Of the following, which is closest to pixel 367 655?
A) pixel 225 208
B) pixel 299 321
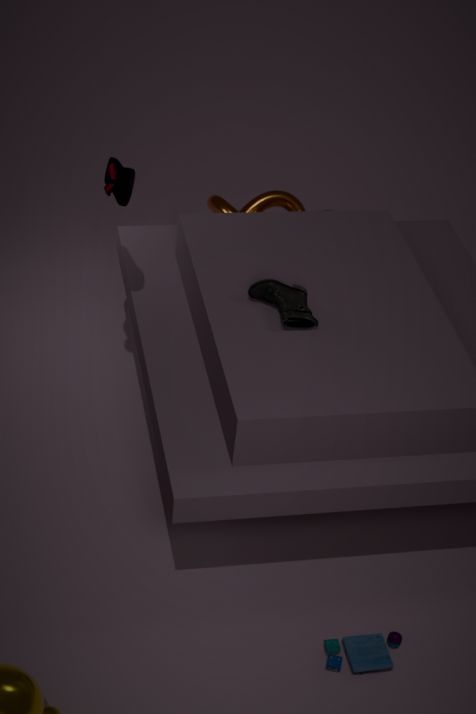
pixel 299 321
